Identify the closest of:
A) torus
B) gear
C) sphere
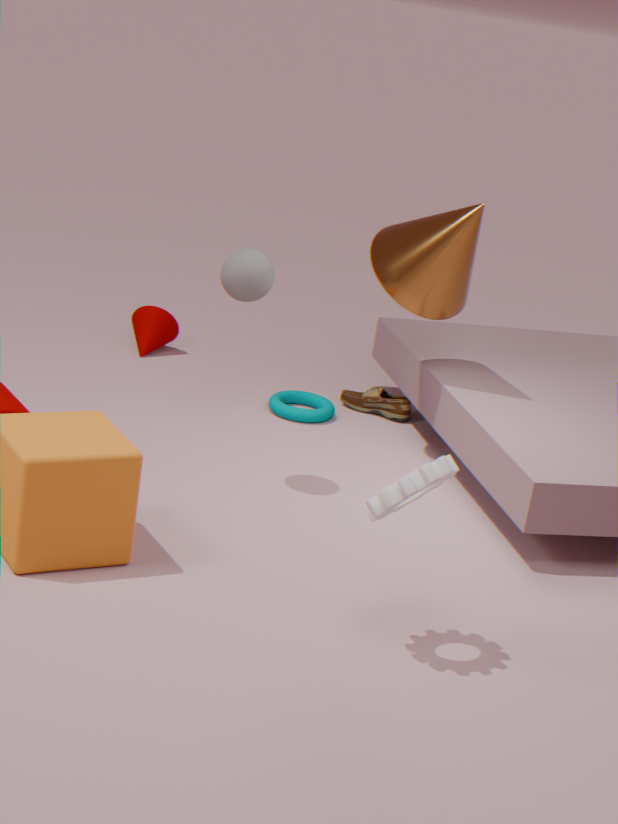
gear
